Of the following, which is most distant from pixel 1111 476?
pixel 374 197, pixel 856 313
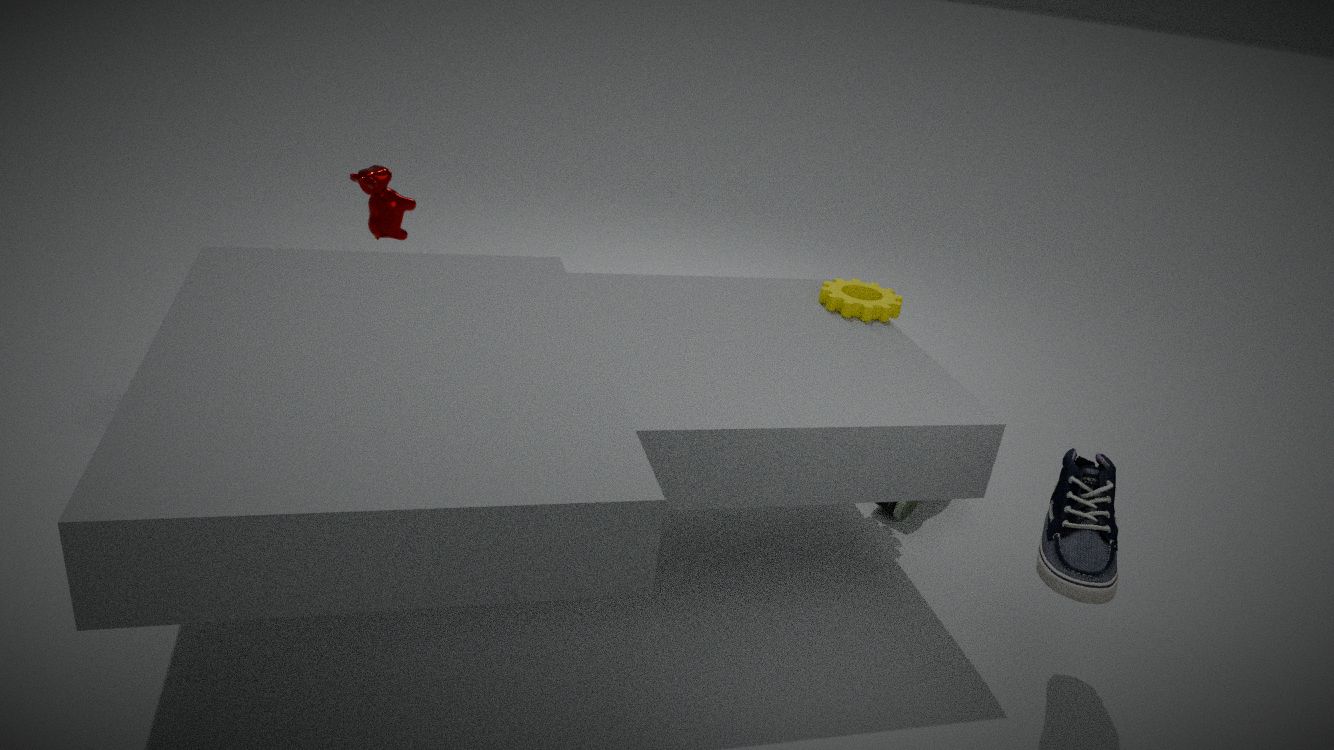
Result: pixel 374 197
